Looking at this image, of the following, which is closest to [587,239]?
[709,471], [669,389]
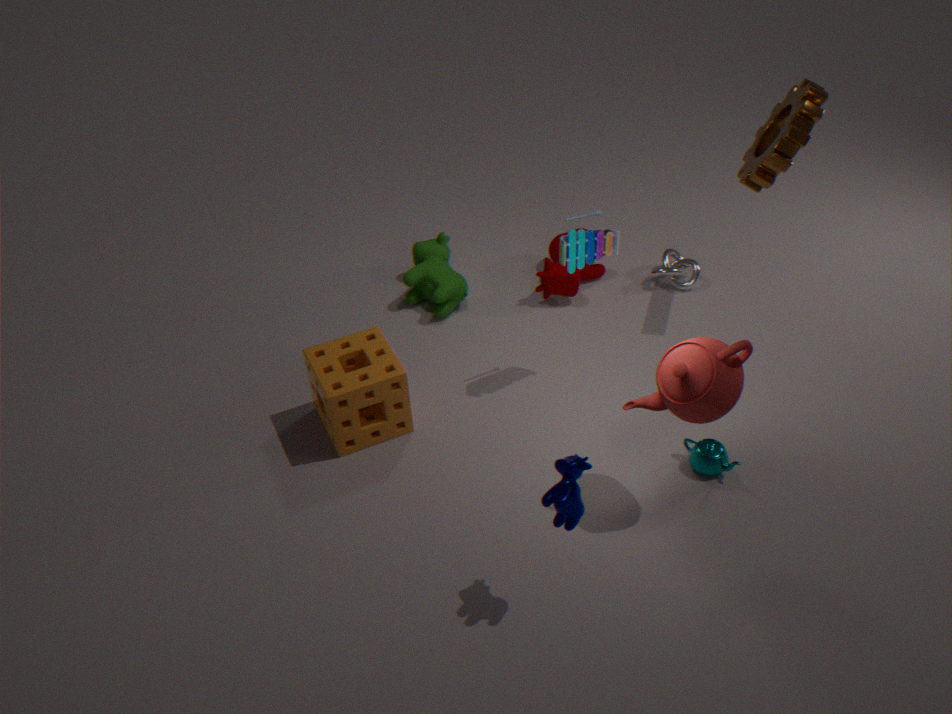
[669,389]
